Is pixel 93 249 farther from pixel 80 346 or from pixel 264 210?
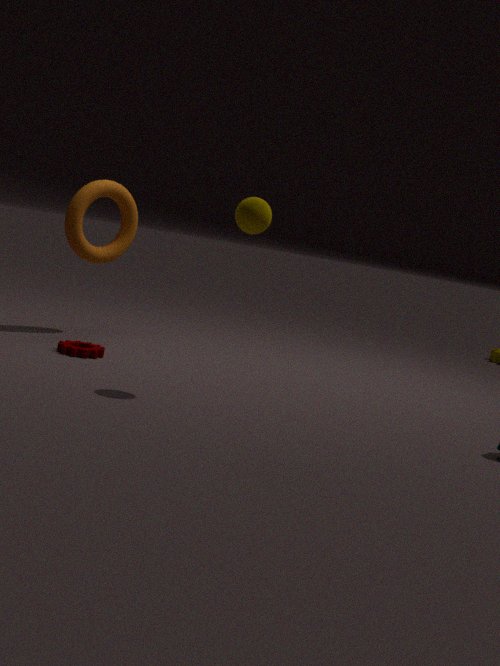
pixel 264 210
